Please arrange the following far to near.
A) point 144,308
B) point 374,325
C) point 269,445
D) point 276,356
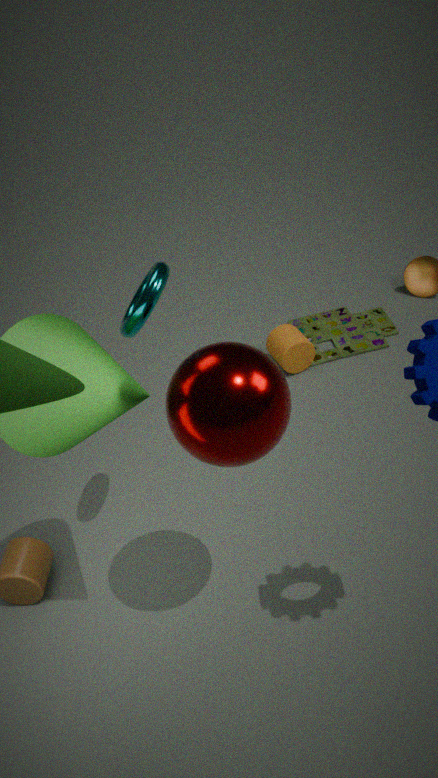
point 374,325 → point 276,356 → point 144,308 → point 269,445
